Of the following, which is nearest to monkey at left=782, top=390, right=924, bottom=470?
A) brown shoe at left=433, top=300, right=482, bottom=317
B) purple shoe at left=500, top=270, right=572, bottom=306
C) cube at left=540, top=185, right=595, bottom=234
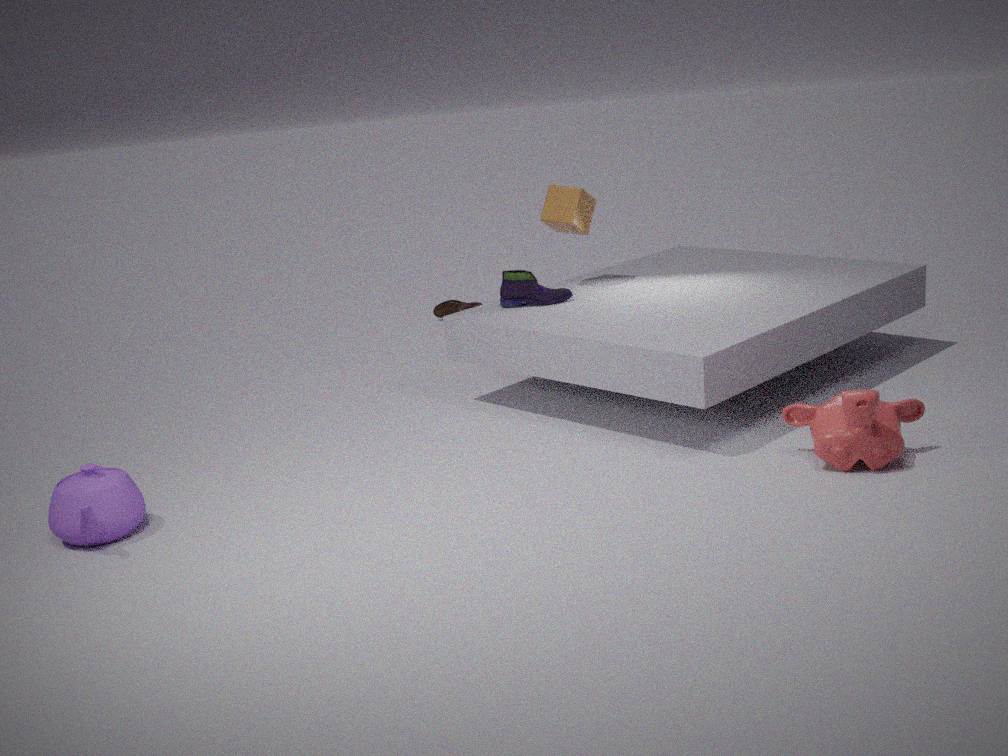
purple shoe at left=500, top=270, right=572, bottom=306
